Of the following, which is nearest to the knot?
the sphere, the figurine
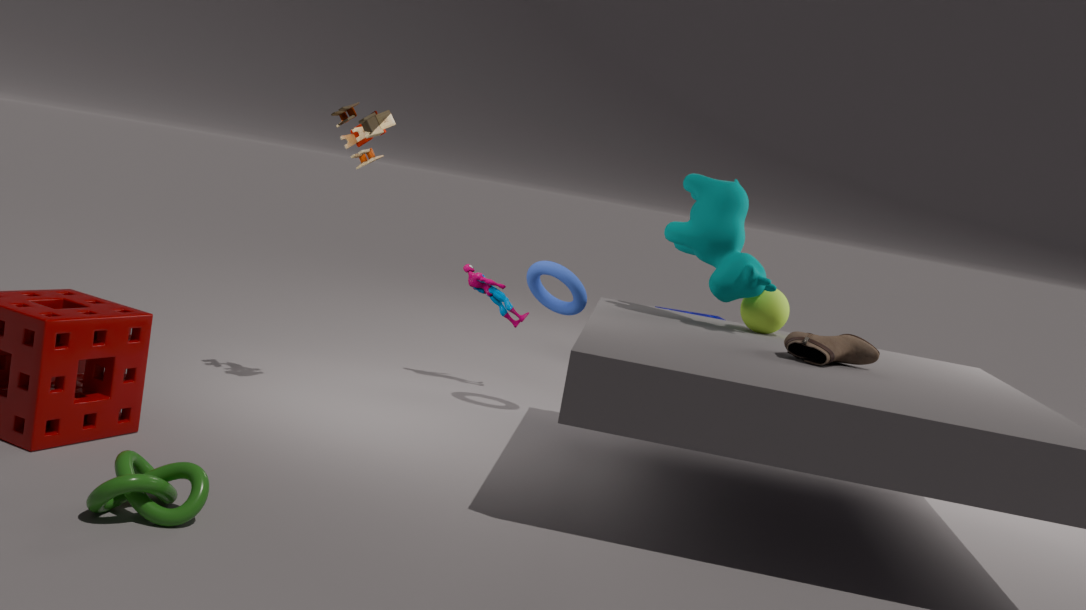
the figurine
